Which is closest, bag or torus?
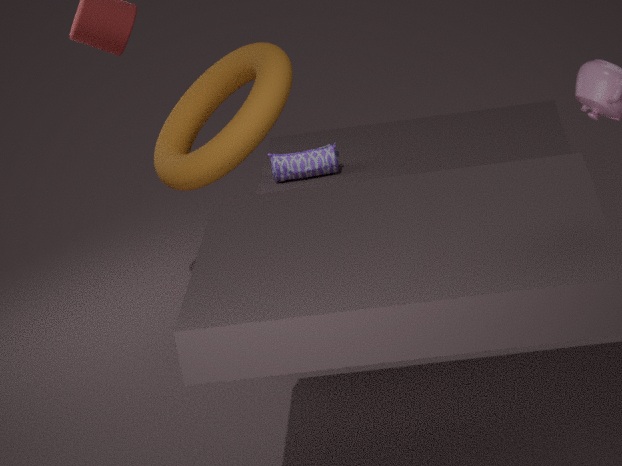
torus
